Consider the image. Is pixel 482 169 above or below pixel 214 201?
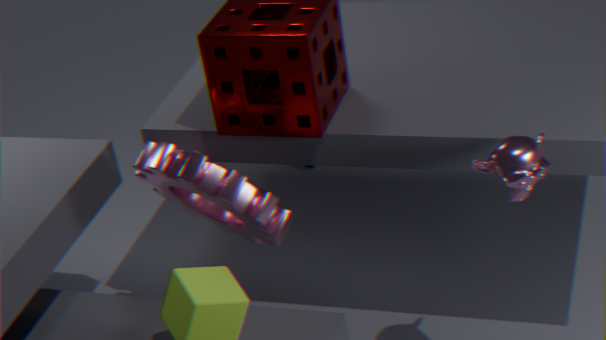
above
